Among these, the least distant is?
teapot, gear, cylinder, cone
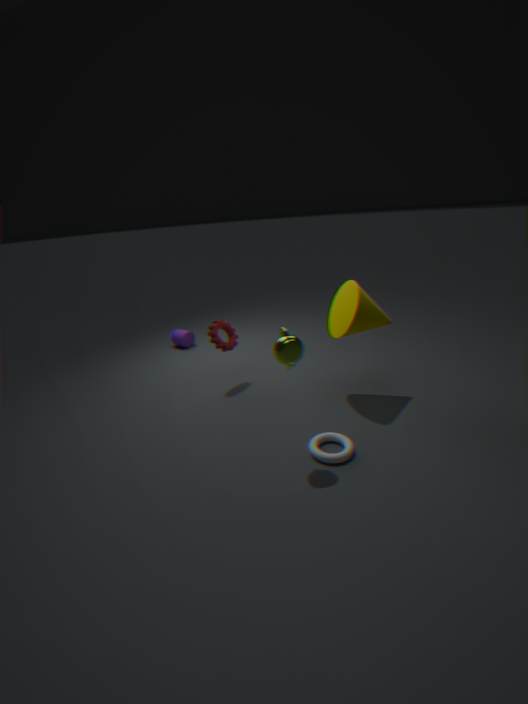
teapot
